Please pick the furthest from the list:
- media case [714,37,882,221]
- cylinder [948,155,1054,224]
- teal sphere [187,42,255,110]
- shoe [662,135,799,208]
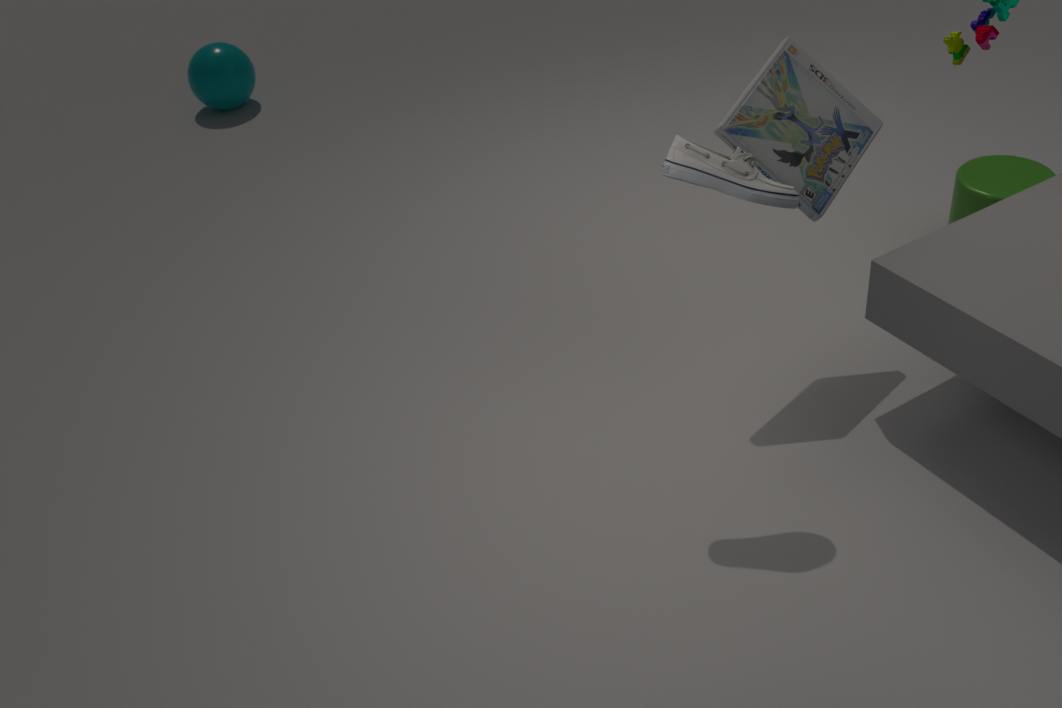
teal sphere [187,42,255,110]
